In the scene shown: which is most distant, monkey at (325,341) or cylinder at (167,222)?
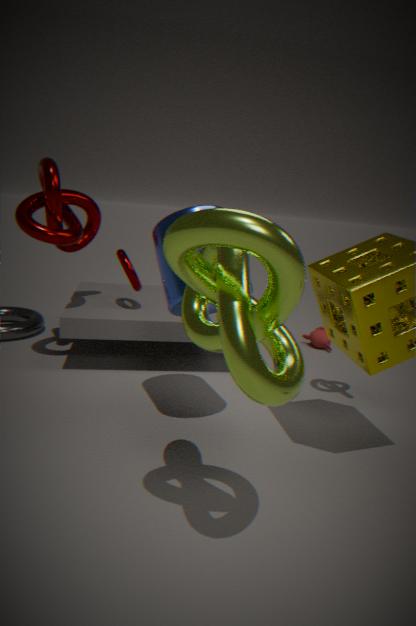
monkey at (325,341)
